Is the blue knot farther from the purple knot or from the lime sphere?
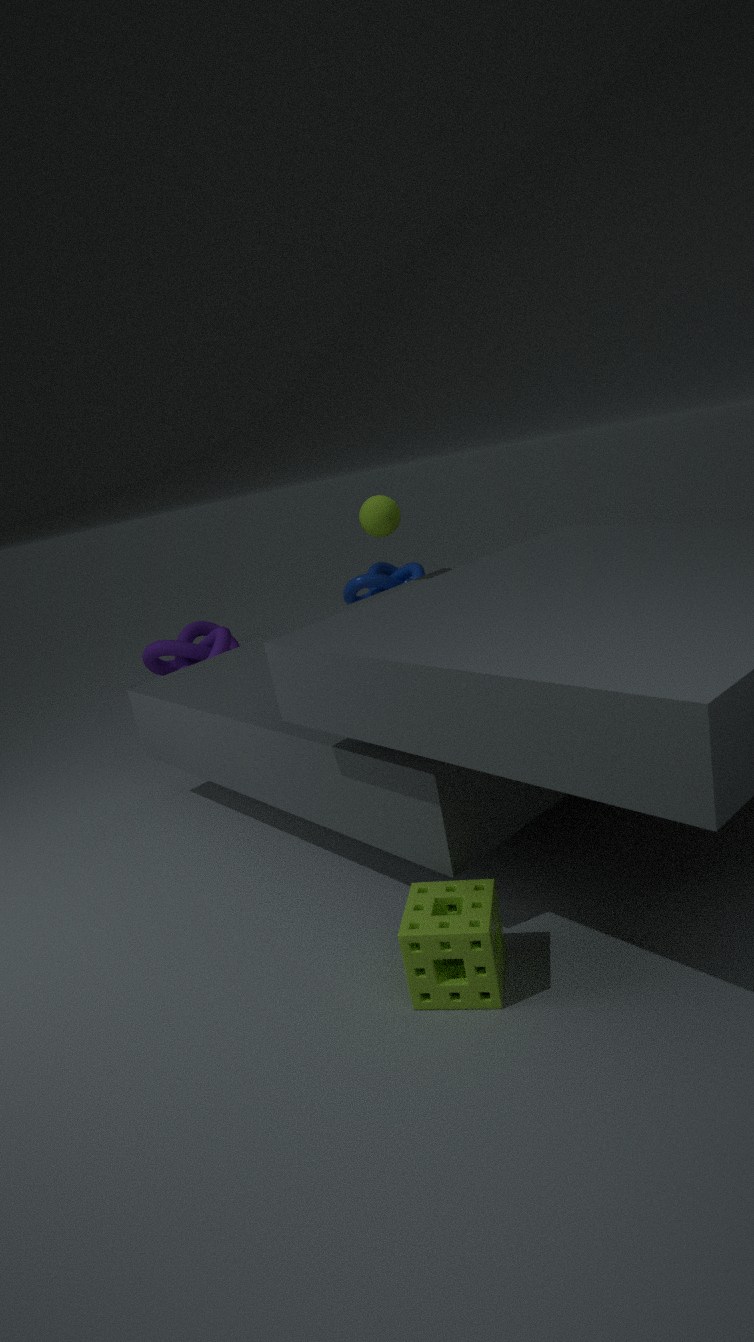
the lime sphere
